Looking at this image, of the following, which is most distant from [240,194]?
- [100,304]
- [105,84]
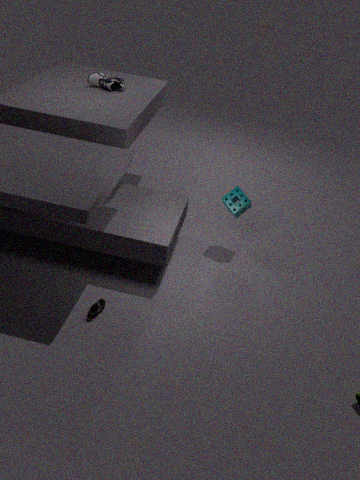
[105,84]
